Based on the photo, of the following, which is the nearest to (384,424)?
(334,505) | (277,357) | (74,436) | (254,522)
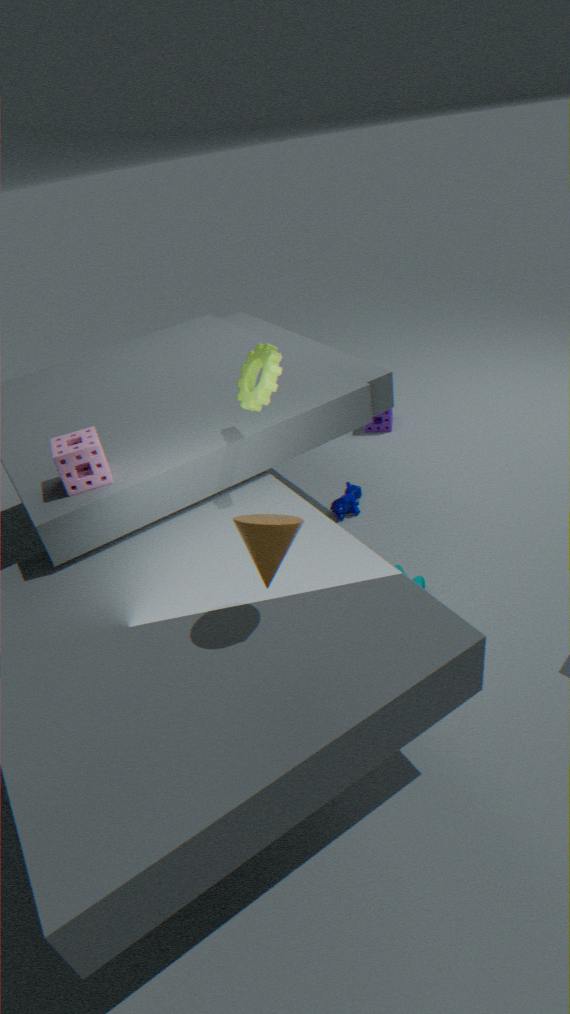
(334,505)
